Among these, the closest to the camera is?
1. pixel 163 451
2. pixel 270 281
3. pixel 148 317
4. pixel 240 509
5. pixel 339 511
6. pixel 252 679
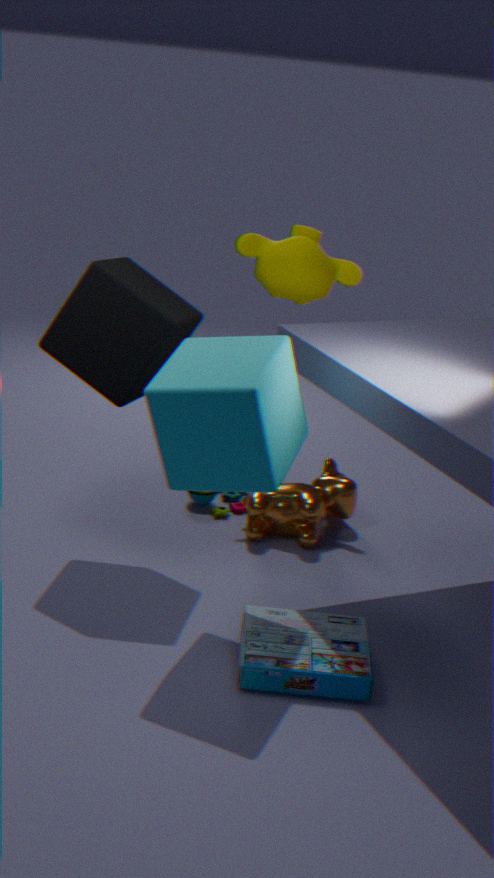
pixel 252 679
